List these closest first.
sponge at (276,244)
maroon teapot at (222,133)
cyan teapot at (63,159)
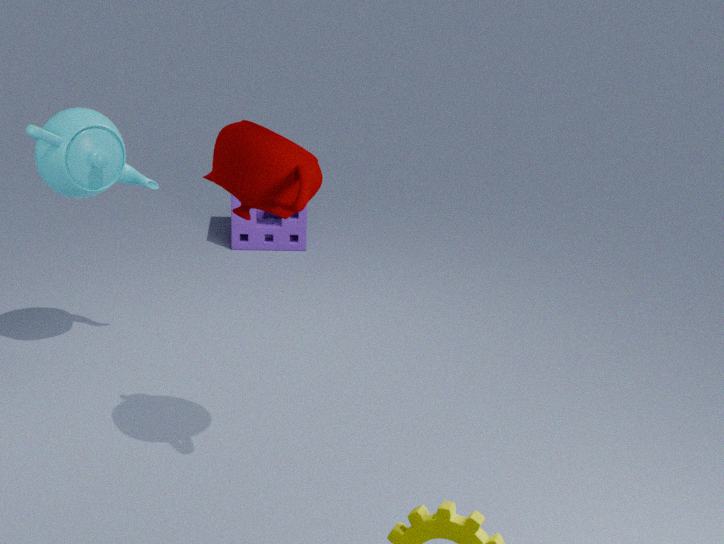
1. maroon teapot at (222,133)
2. cyan teapot at (63,159)
3. sponge at (276,244)
